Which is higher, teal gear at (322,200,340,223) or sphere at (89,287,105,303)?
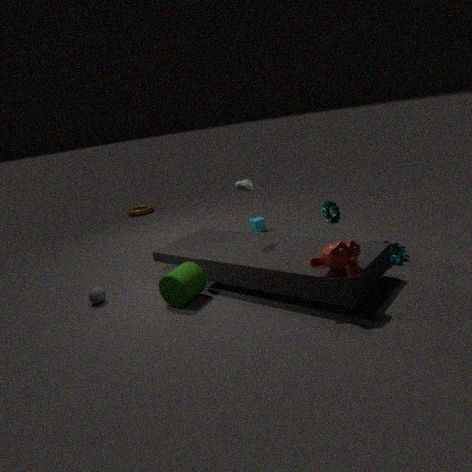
teal gear at (322,200,340,223)
